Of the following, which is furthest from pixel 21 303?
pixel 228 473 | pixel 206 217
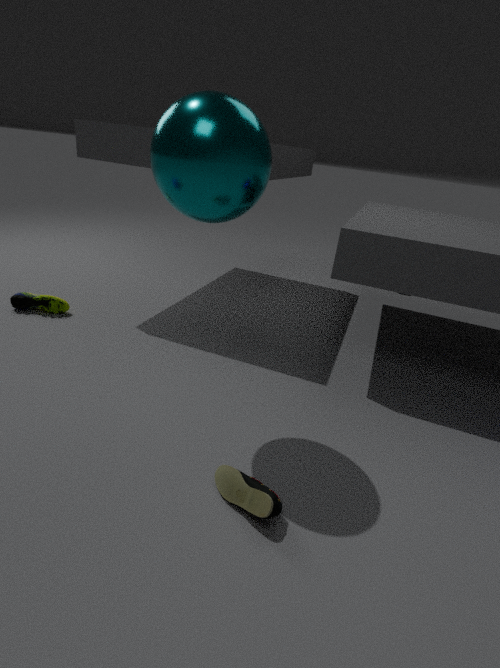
pixel 228 473
